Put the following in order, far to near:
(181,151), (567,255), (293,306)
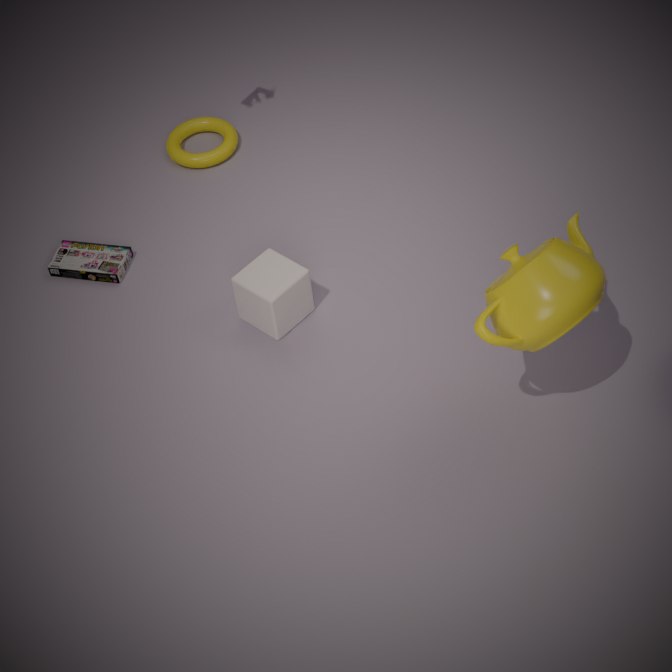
(181,151)
(293,306)
(567,255)
